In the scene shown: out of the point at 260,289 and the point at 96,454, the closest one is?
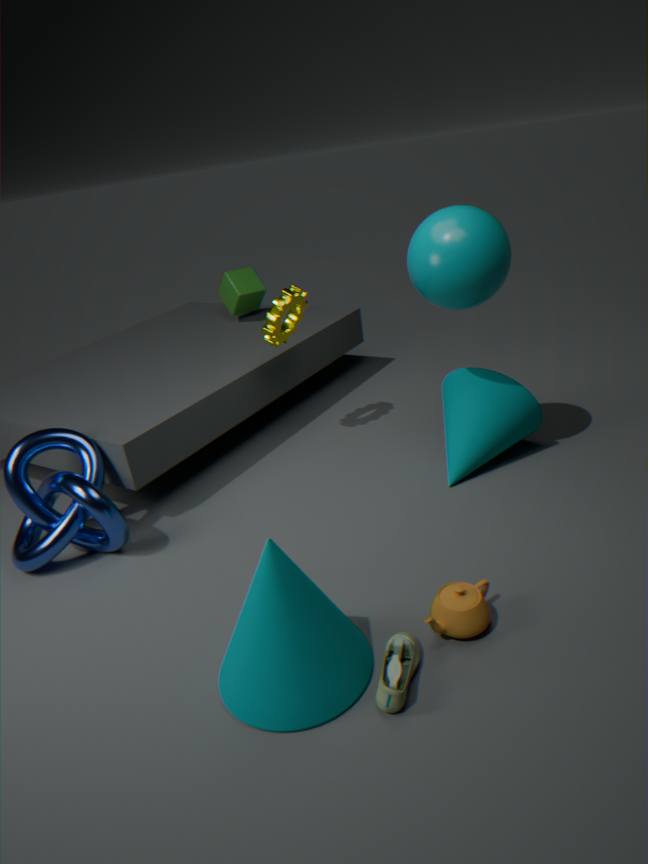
the point at 96,454
